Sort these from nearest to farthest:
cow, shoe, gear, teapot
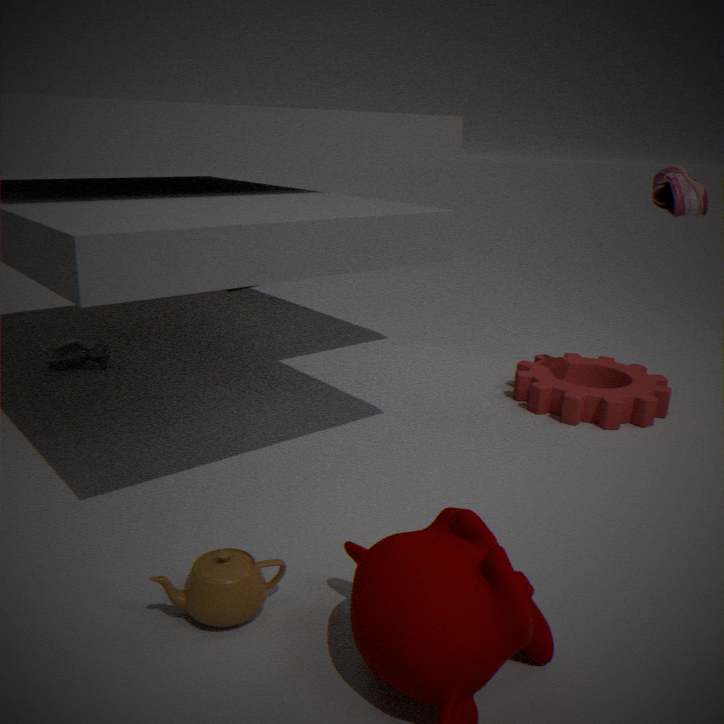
teapot → shoe → gear → cow
